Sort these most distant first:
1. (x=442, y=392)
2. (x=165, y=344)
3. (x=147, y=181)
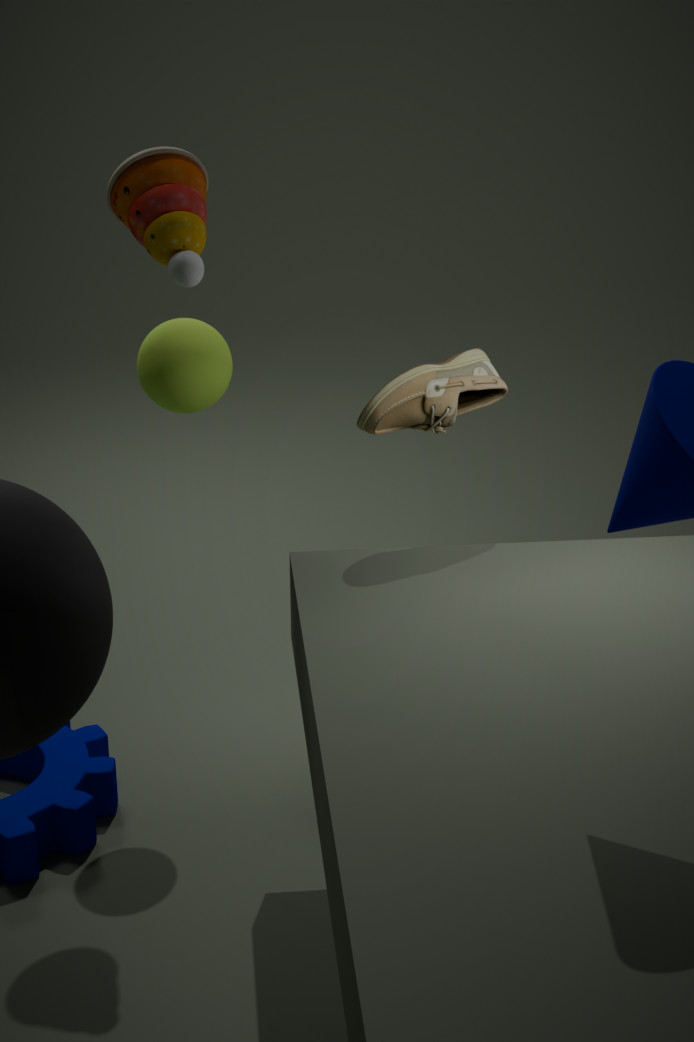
1. (x=165, y=344)
2. (x=442, y=392)
3. (x=147, y=181)
